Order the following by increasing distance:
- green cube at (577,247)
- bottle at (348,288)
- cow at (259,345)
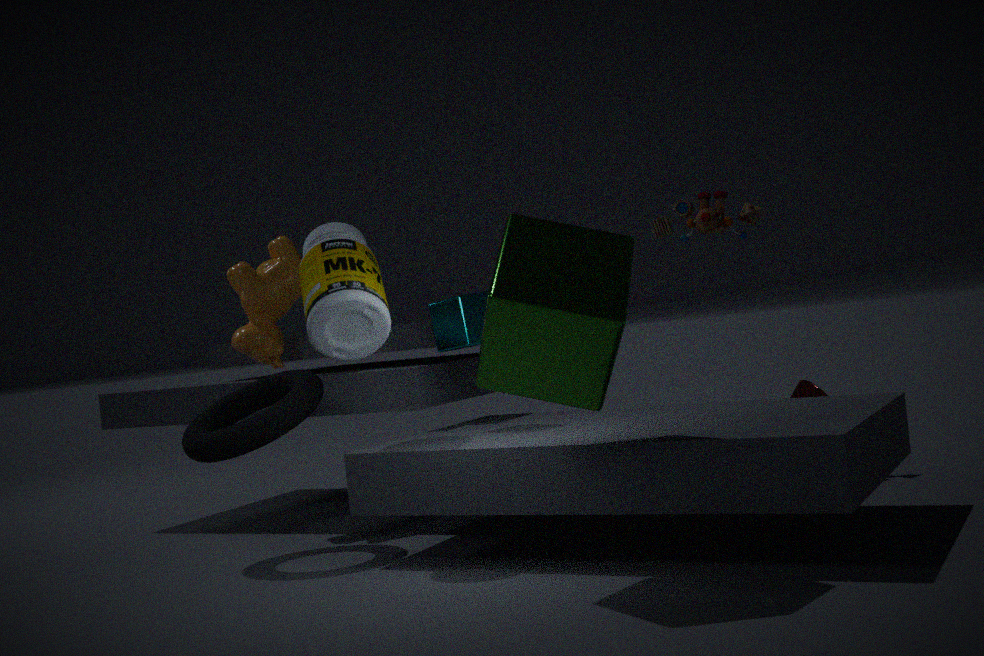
green cube at (577,247)
bottle at (348,288)
cow at (259,345)
